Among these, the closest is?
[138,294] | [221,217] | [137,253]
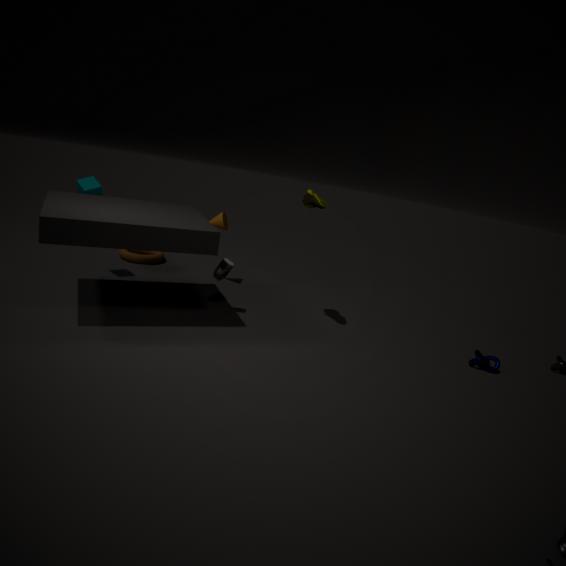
[138,294]
